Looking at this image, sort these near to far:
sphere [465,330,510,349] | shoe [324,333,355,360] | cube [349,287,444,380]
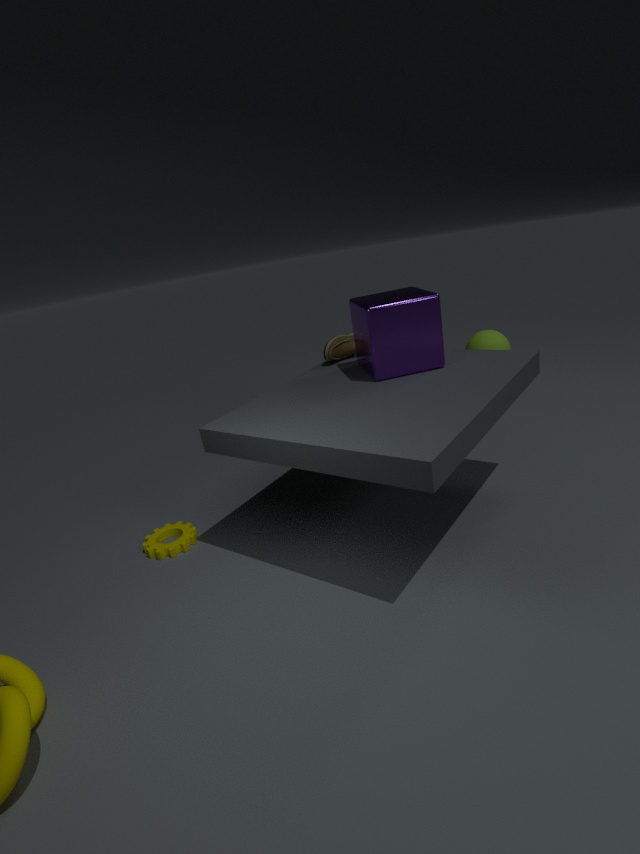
cube [349,287,444,380]
shoe [324,333,355,360]
sphere [465,330,510,349]
